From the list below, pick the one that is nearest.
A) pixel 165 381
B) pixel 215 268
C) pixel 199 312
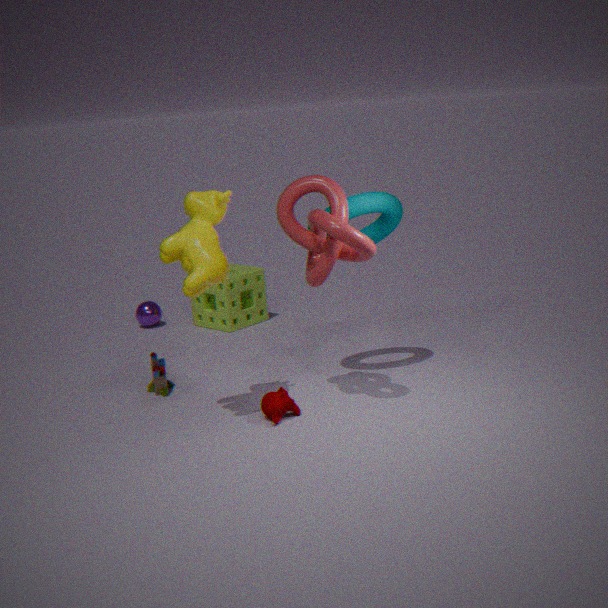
pixel 215 268
